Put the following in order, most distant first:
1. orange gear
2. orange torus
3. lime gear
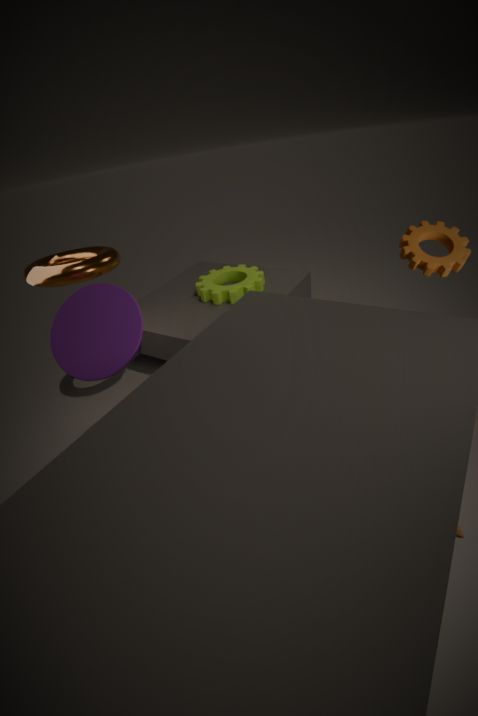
lime gear, orange torus, orange gear
